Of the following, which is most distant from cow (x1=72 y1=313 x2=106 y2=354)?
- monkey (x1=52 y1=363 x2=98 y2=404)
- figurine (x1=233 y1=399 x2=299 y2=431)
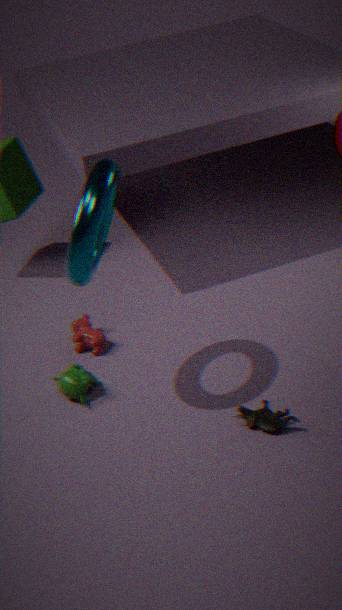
figurine (x1=233 y1=399 x2=299 y2=431)
